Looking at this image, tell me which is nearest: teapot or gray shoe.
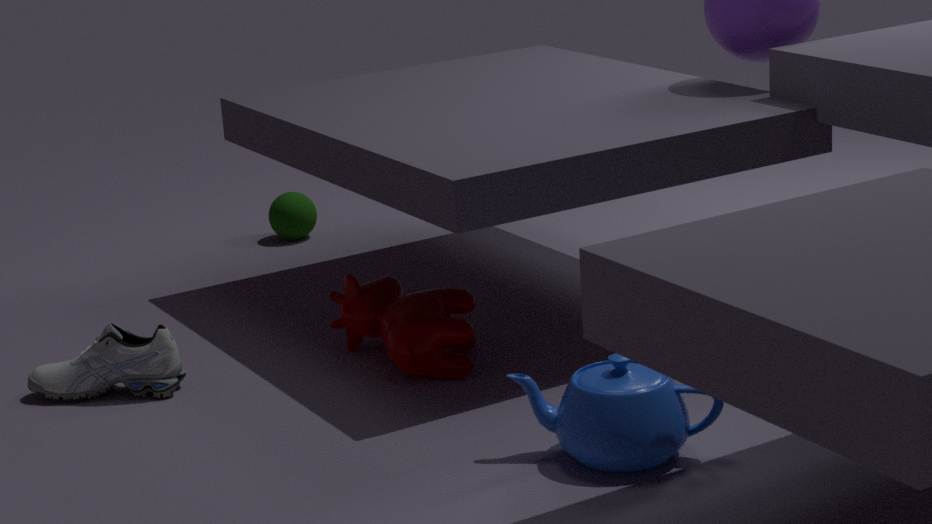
teapot
